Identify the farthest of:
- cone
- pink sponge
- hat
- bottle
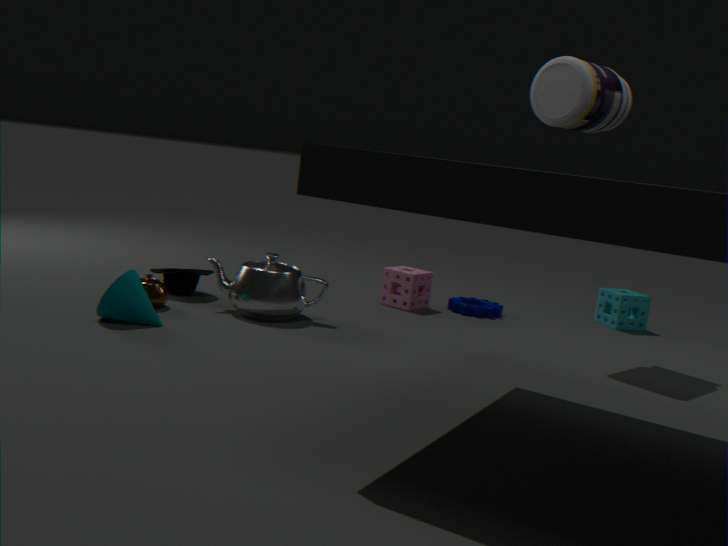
pink sponge
